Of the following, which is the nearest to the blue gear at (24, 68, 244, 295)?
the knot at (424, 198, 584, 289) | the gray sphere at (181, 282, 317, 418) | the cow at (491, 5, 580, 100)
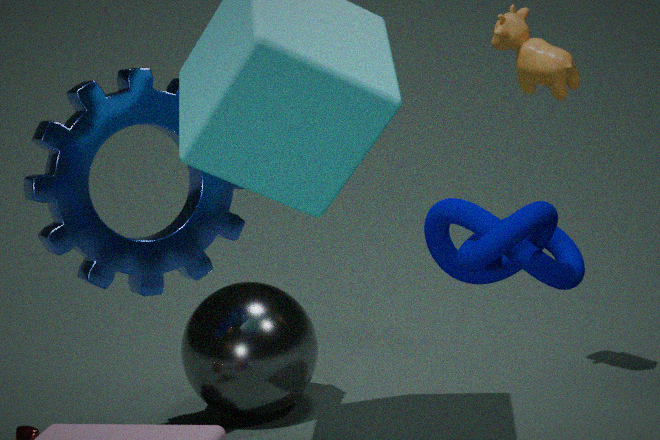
the gray sphere at (181, 282, 317, 418)
